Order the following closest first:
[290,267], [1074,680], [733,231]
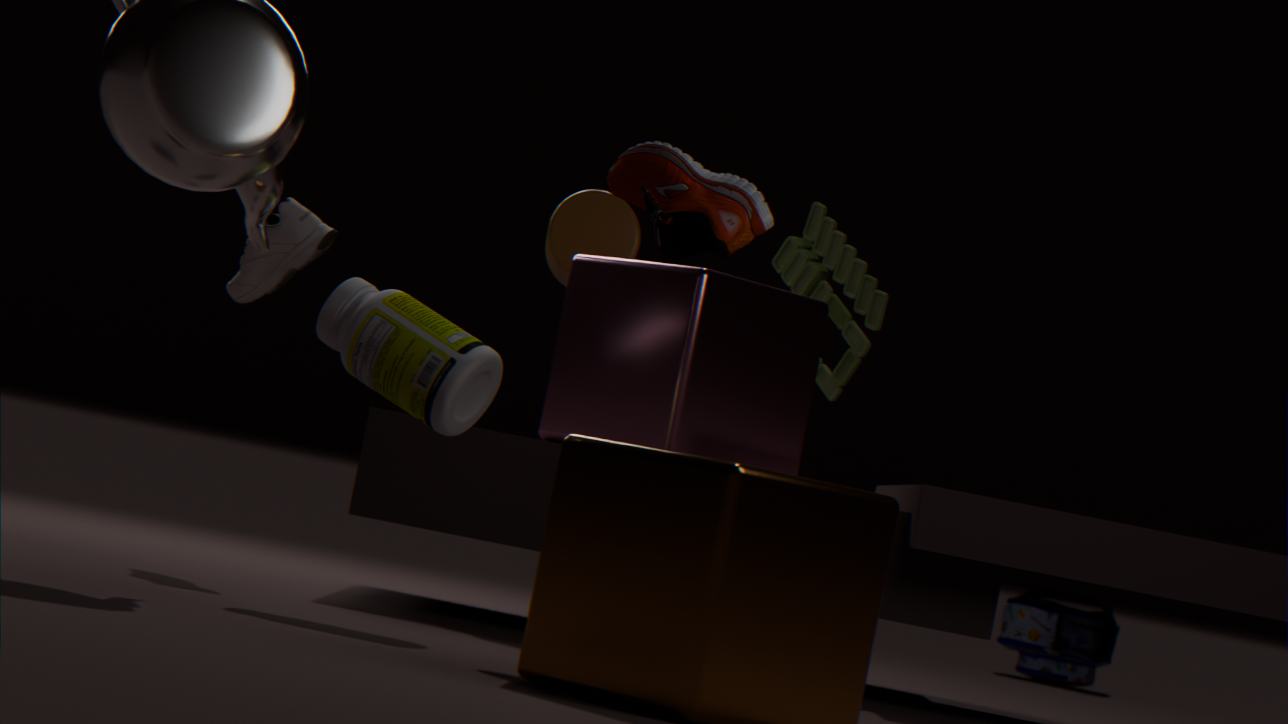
[733,231]
[290,267]
[1074,680]
